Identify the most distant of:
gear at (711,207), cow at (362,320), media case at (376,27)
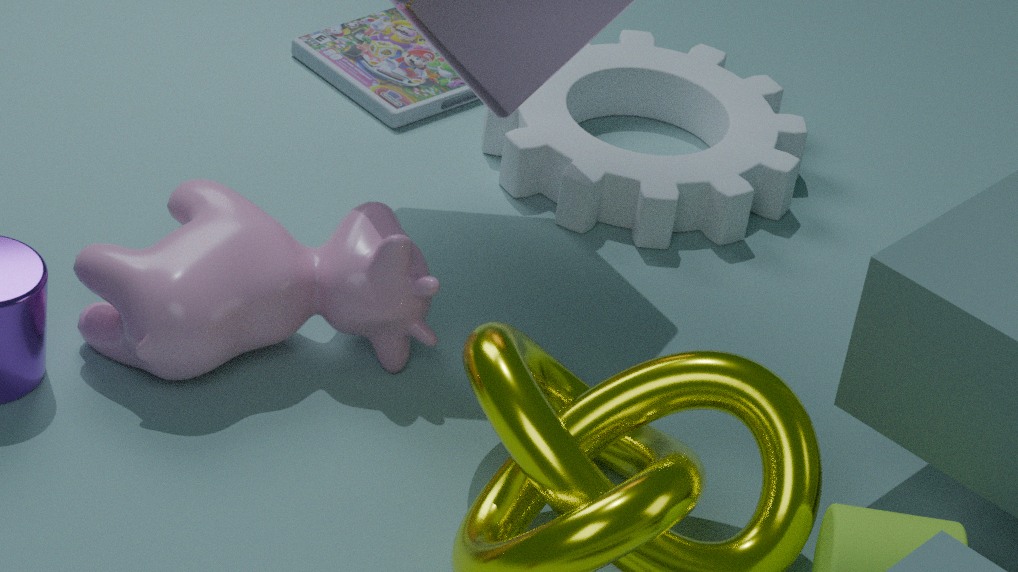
media case at (376,27)
